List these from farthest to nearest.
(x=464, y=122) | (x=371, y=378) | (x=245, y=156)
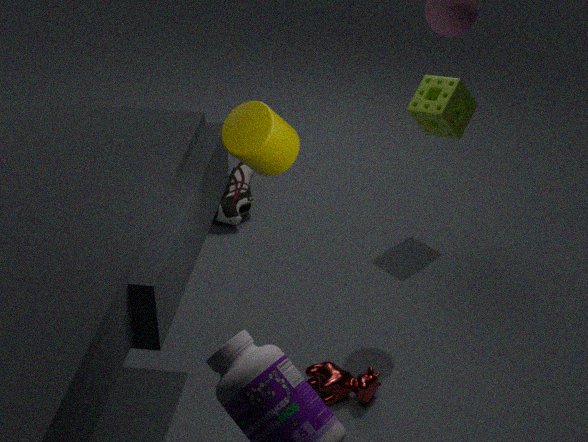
(x=464, y=122), (x=371, y=378), (x=245, y=156)
